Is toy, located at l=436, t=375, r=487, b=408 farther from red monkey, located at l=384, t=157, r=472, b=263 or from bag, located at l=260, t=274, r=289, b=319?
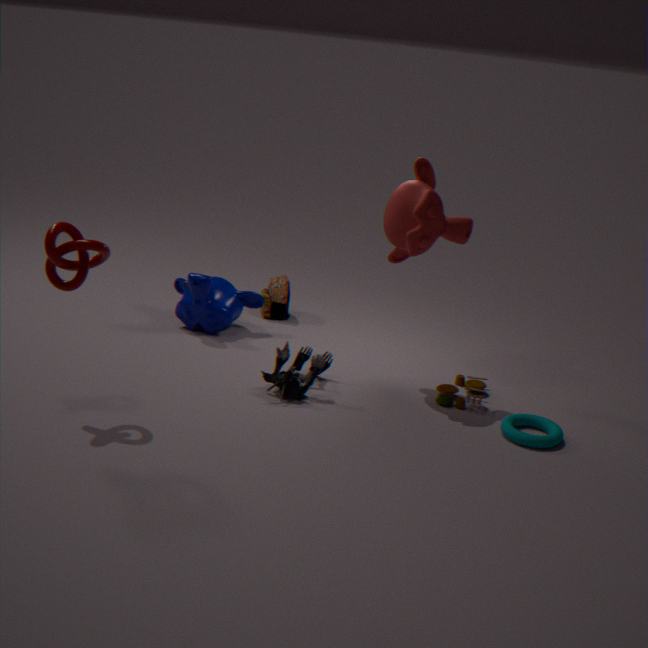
bag, located at l=260, t=274, r=289, b=319
